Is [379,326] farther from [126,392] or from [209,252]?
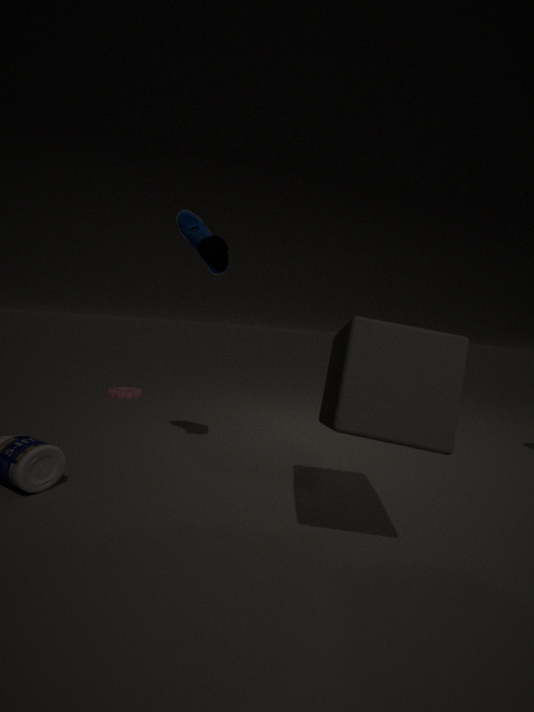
[126,392]
